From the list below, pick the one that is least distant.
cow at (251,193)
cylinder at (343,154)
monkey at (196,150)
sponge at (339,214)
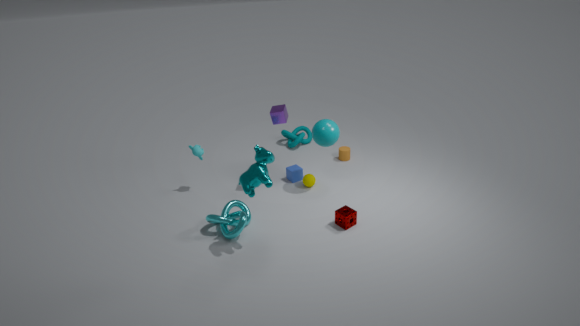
cow at (251,193)
